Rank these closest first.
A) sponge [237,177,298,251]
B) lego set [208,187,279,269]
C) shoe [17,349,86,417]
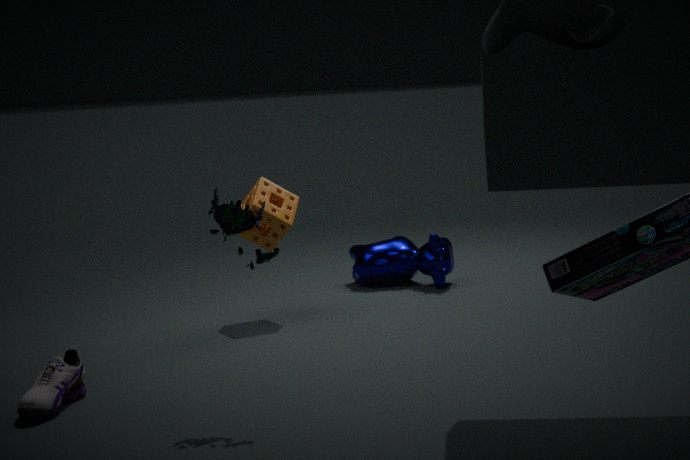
1. lego set [208,187,279,269]
2. shoe [17,349,86,417]
3. sponge [237,177,298,251]
